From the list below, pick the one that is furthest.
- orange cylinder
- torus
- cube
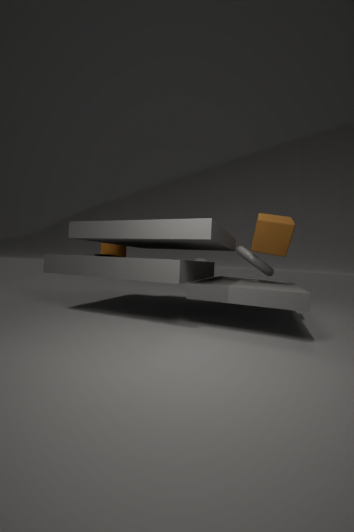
orange cylinder
